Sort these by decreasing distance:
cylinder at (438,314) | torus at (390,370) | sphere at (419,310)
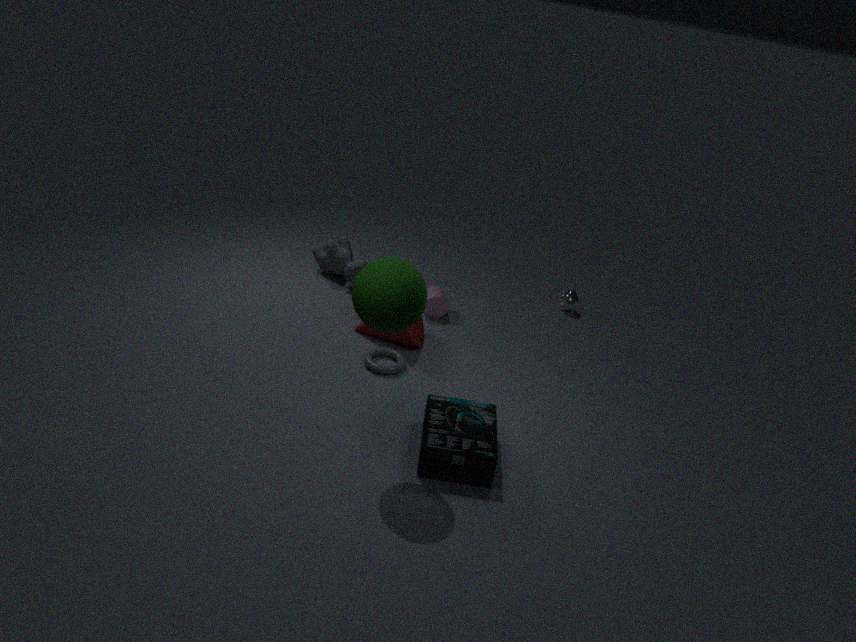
cylinder at (438,314) < torus at (390,370) < sphere at (419,310)
